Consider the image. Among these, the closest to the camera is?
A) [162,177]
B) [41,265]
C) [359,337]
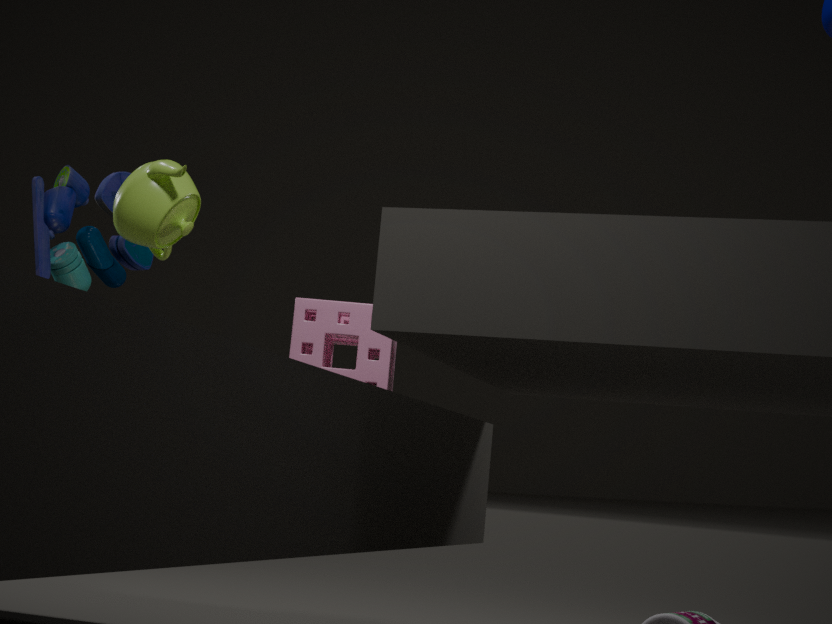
[162,177]
